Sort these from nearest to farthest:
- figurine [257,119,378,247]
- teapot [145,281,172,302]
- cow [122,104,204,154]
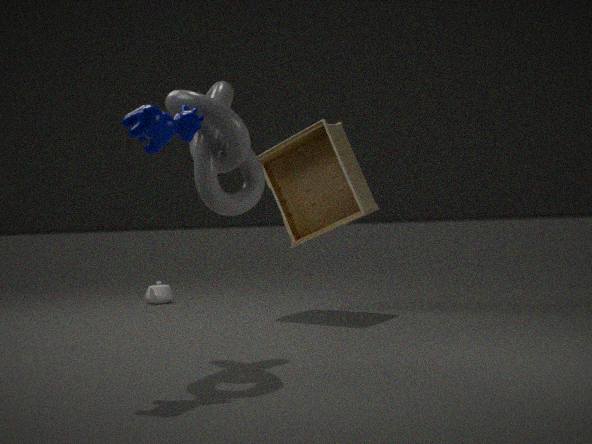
cow [122,104,204,154]
figurine [257,119,378,247]
teapot [145,281,172,302]
